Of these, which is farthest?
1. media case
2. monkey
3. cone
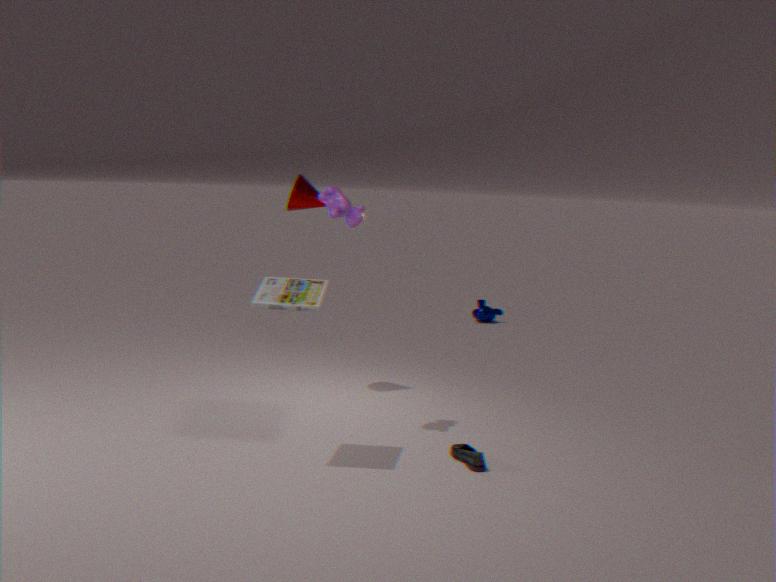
monkey
